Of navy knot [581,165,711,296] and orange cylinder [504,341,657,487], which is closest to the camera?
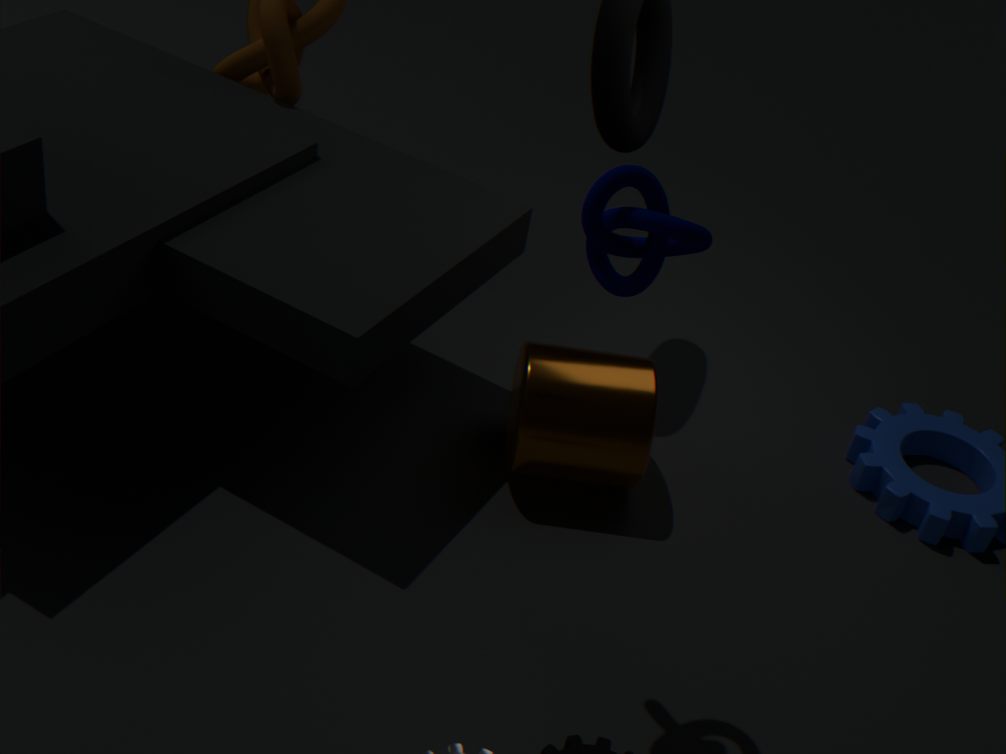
navy knot [581,165,711,296]
